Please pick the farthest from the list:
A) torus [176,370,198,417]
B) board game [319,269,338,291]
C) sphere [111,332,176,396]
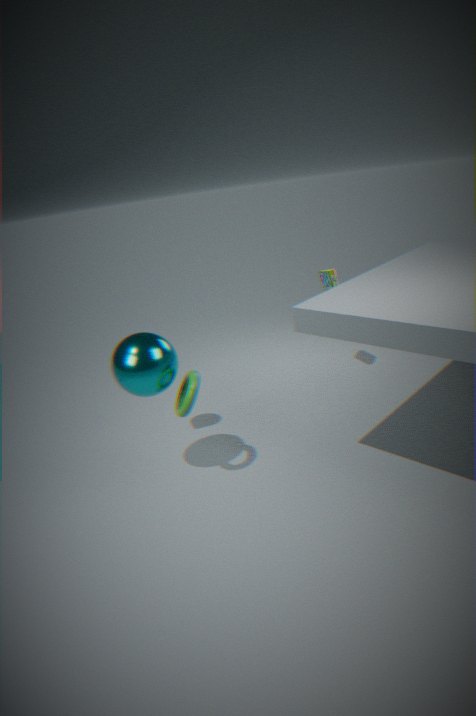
board game [319,269,338,291]
